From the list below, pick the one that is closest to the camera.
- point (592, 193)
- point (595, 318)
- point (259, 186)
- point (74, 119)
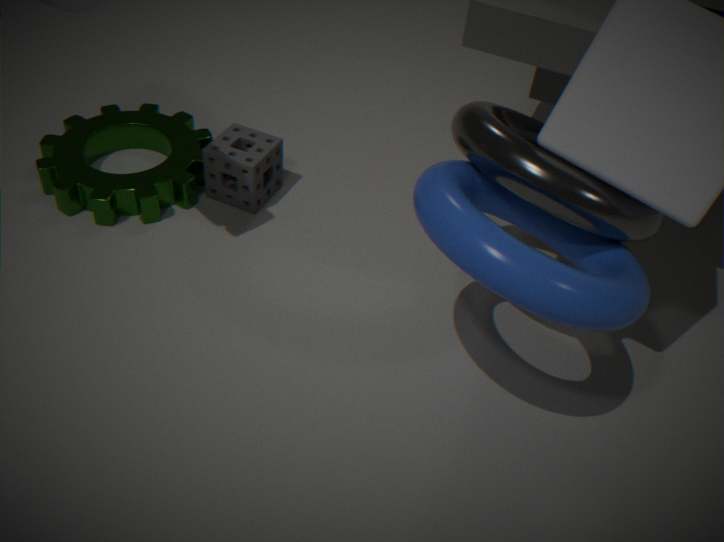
point (595, 318)
